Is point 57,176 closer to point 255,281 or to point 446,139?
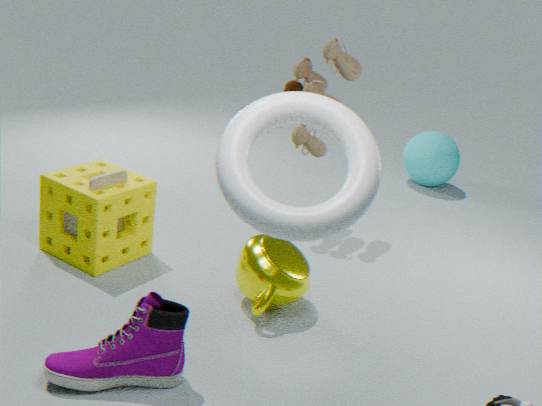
point 255,281
